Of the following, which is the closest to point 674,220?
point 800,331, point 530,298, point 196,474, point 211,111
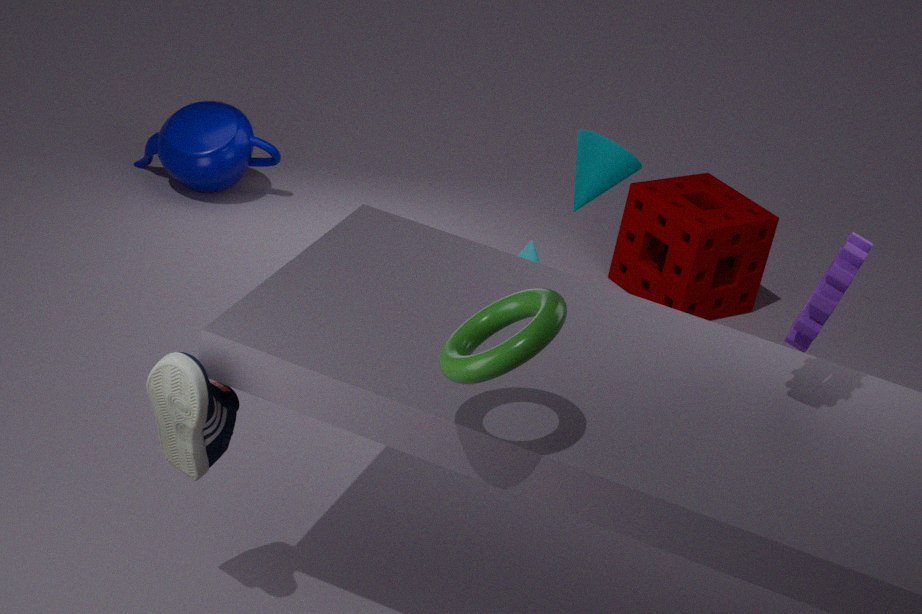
point 211,111
